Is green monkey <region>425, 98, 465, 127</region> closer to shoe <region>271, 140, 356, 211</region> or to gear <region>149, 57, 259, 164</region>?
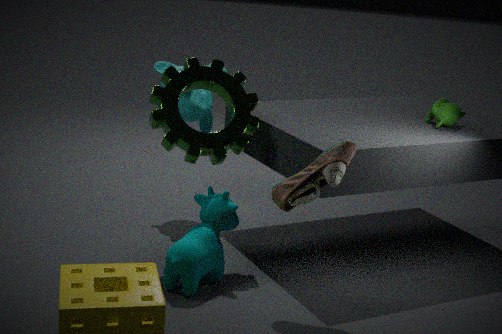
shoe <region>271, 140, 356, 211</region>
